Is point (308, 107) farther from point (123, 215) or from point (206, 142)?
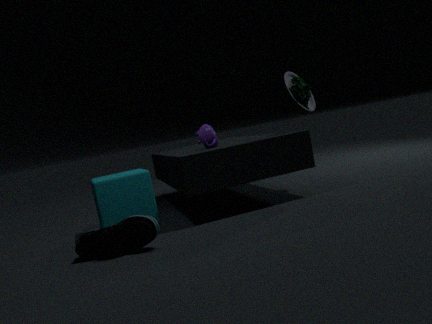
point (123, 215)
